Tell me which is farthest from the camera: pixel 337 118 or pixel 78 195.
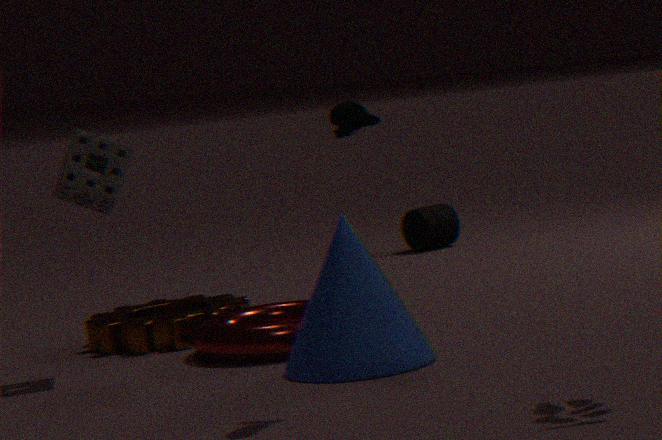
pixel 78 195
